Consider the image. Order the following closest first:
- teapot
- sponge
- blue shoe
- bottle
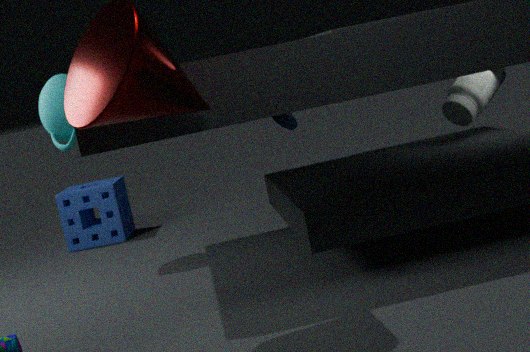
teapot → bottle → blue shoe → sponge
